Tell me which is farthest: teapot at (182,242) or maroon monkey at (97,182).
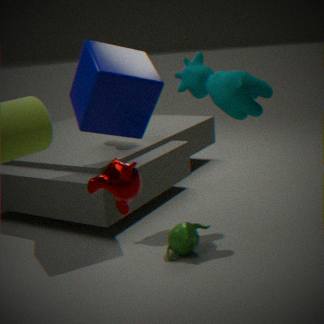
teapot at (182,242)
